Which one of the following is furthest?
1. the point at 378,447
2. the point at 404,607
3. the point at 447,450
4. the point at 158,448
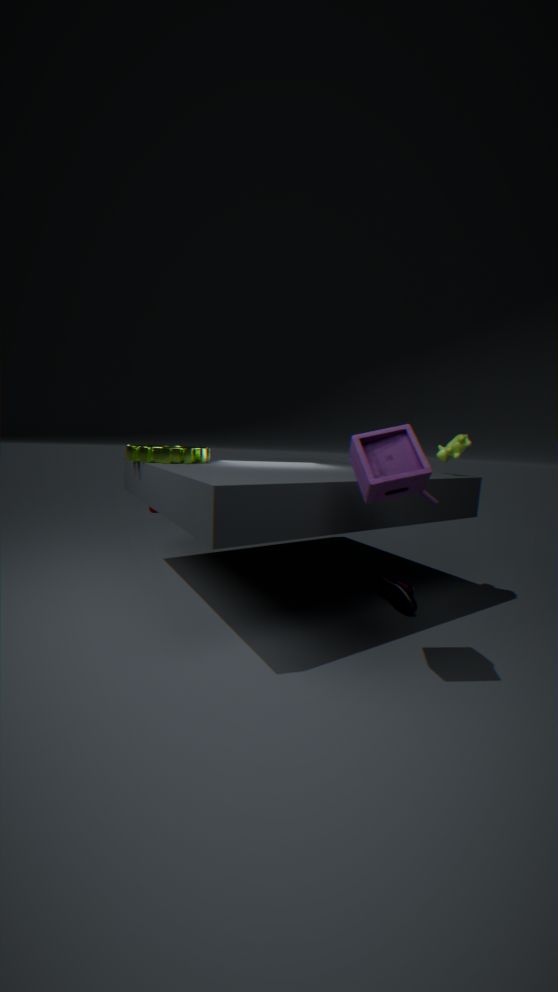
the point at 158,448
